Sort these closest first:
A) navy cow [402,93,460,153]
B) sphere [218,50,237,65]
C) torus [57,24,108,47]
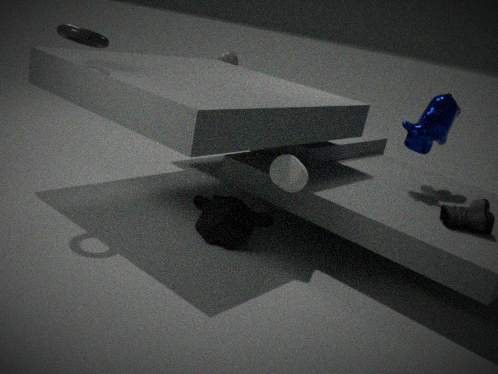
torus [57,24,108,47]
navy cow [402,93,460,153]
sphere [218,50,237,65]
